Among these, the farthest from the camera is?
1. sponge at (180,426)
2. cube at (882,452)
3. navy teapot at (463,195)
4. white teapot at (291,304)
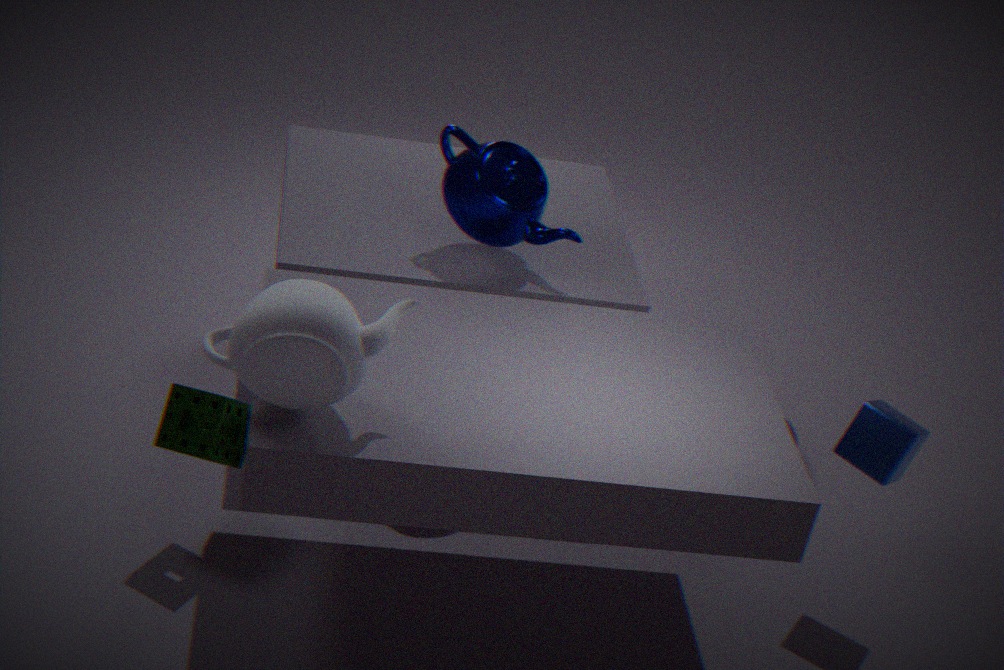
navy teapot at (463,195)
